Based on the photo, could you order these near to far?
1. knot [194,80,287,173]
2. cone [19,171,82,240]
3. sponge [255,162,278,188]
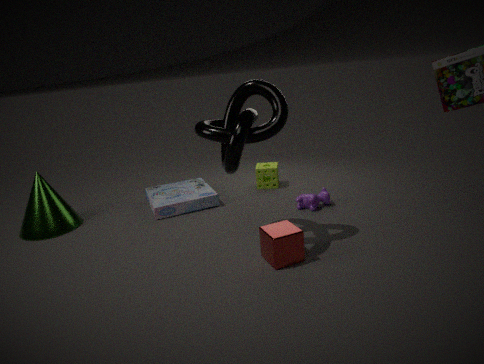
knot [194,80,287,173], cone [19,171,82,240], sponge [255,162,278,188]
